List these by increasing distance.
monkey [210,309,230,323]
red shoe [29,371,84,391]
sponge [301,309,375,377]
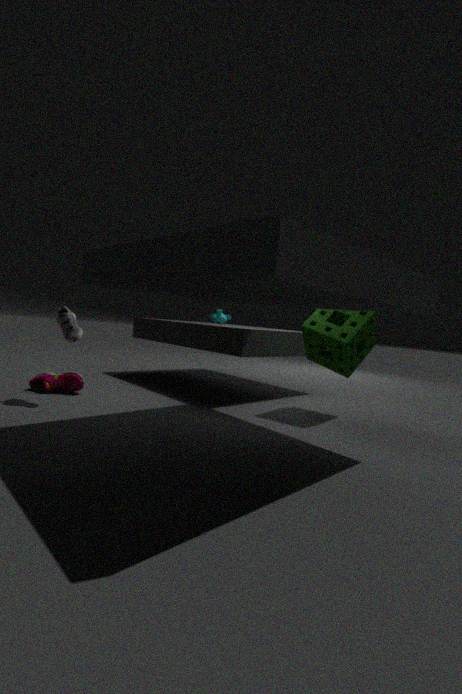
sponge [301,309,375,377], red shoe [29,371,84,391], monkey [210,309,230,323]
